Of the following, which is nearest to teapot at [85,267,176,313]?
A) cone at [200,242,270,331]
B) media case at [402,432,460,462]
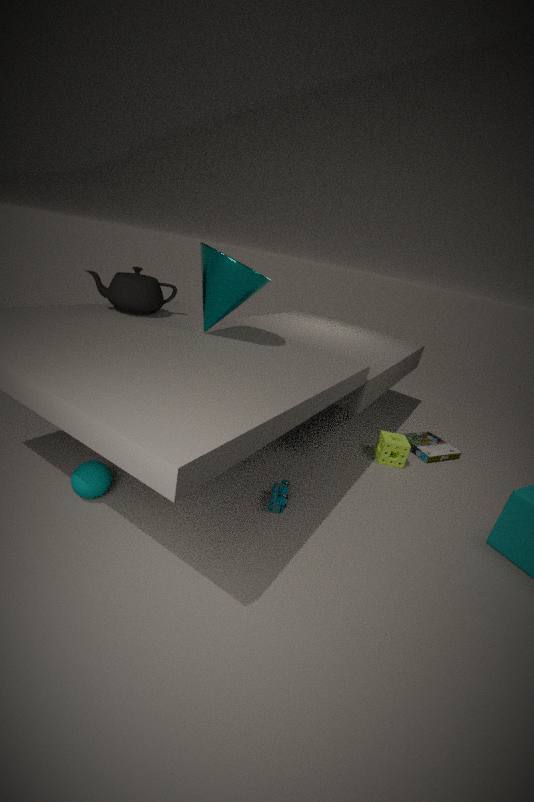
cone at [200,242,270,331]
